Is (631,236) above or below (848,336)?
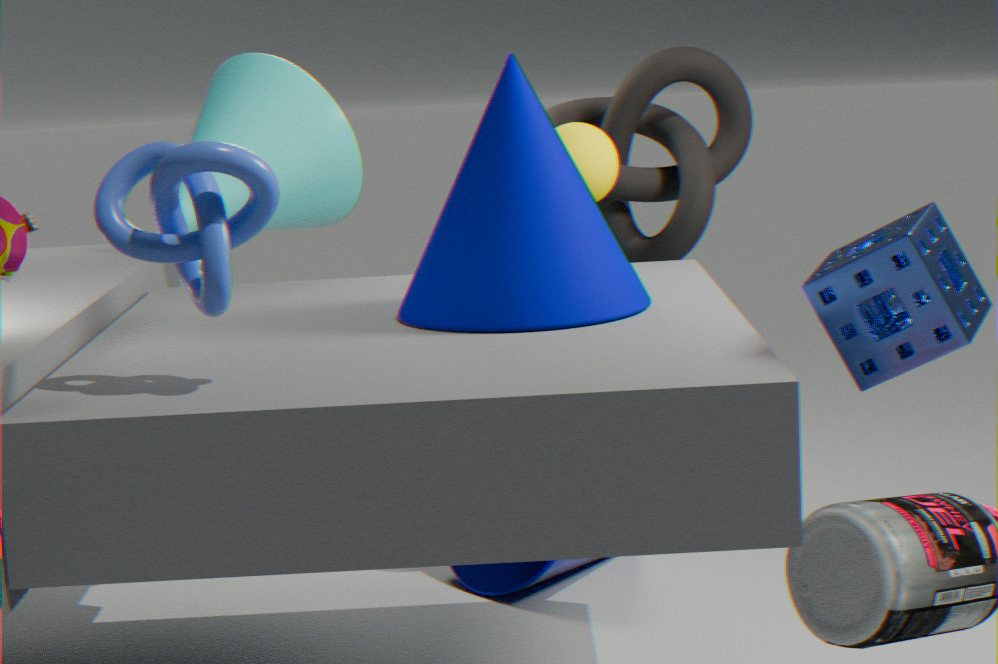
above
